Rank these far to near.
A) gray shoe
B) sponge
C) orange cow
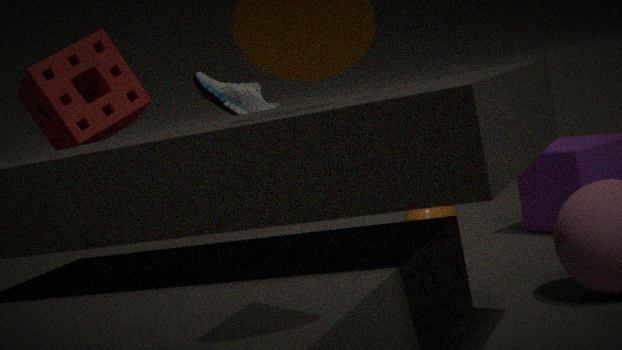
gray shoe, orange cow, sponge
